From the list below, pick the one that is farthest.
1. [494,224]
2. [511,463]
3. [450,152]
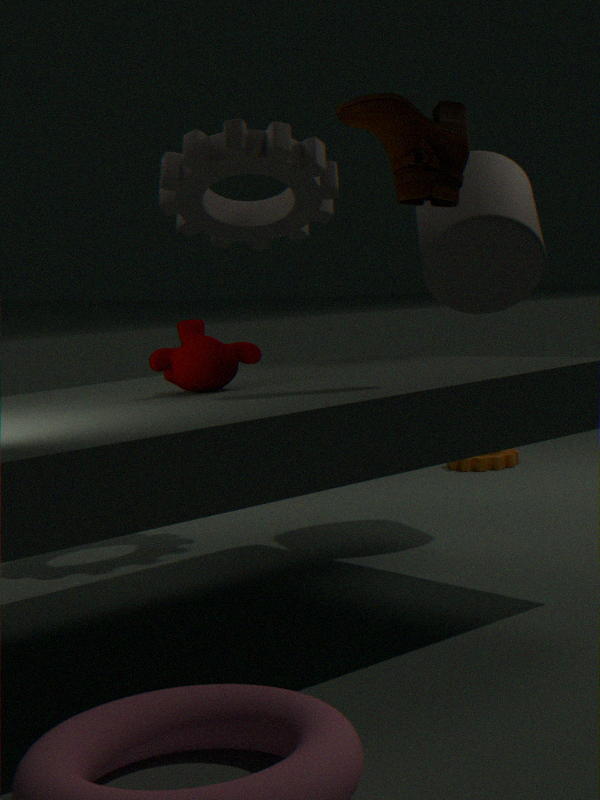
[511,463]
